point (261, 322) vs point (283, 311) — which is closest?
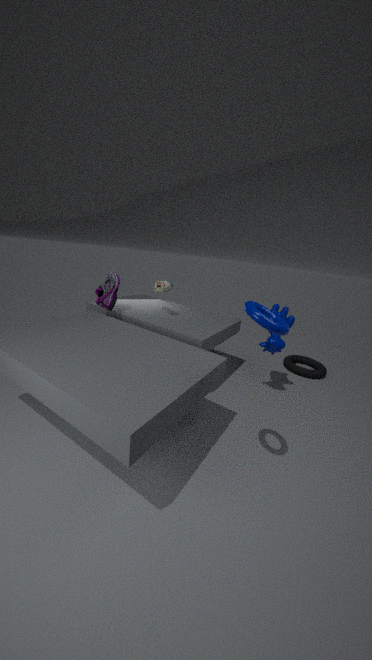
point (261, 322)
